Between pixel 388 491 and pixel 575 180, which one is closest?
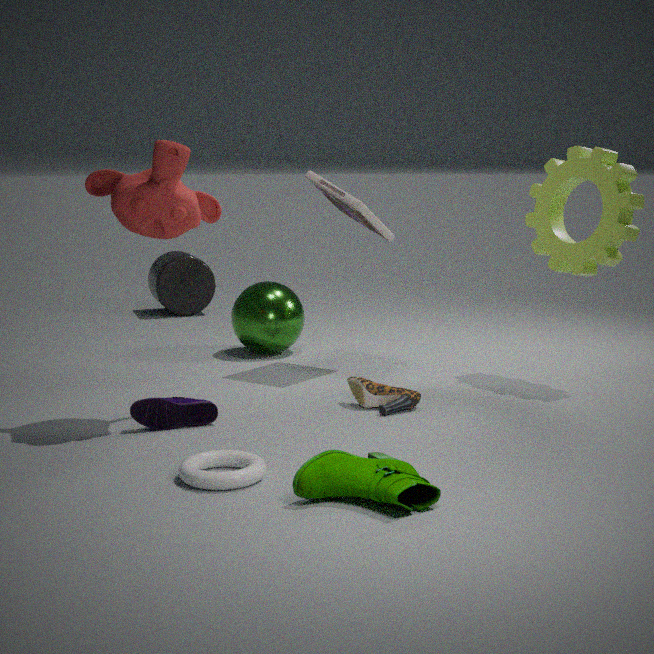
pixel 388 491
